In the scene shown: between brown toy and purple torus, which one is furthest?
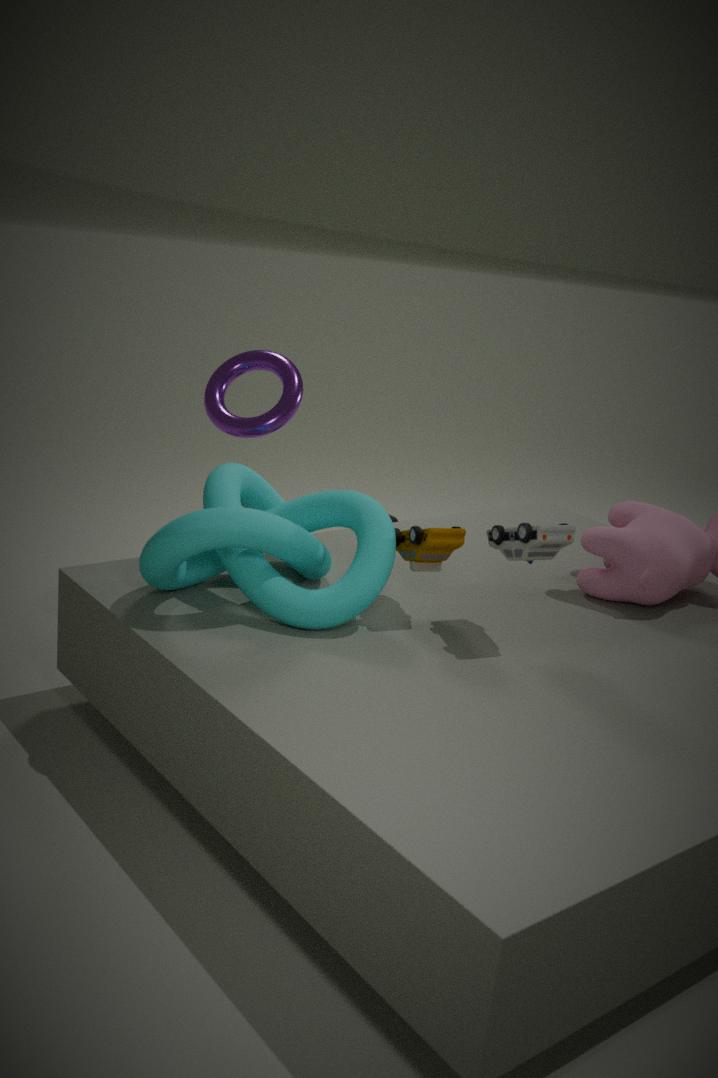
purple torus
